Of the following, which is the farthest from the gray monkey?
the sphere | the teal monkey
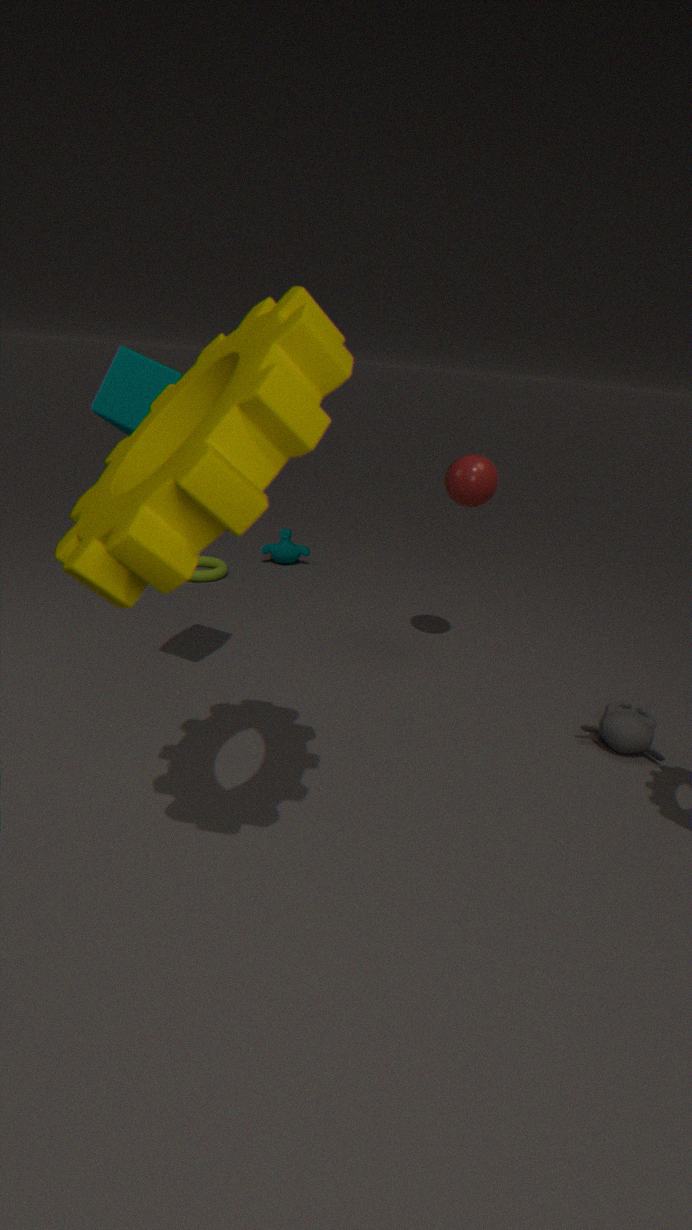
the teal monkey
